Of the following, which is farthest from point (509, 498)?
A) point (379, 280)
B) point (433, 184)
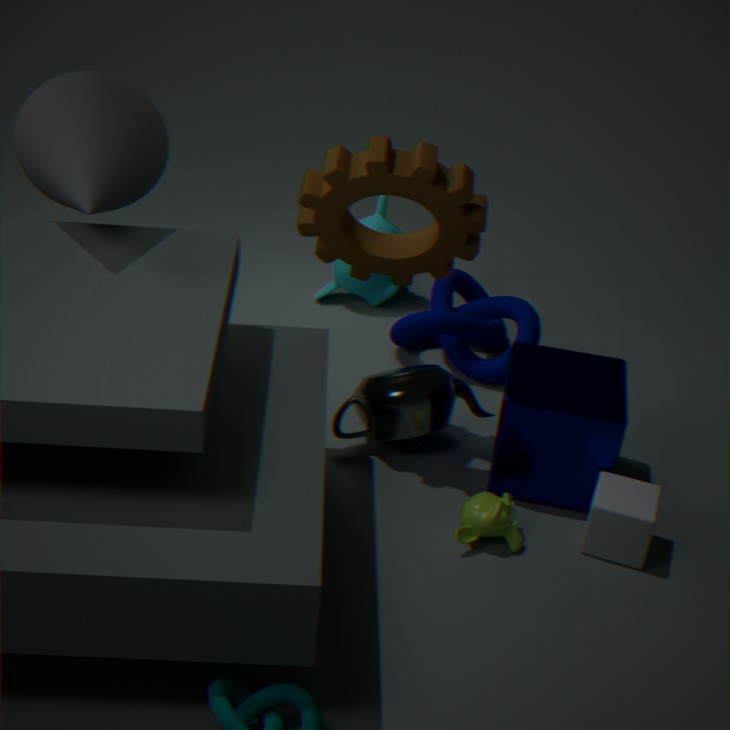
point (379, 280)
